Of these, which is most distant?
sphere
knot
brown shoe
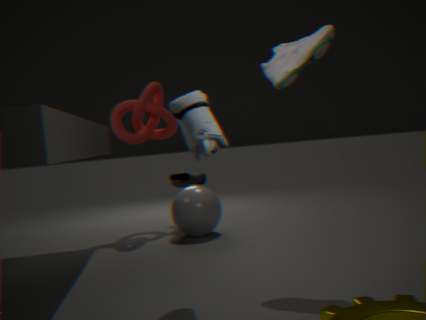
brown shoe
